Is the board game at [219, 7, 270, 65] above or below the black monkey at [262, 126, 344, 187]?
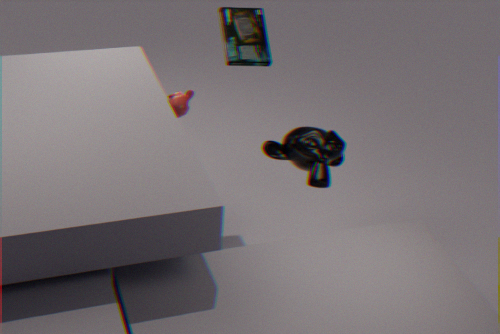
above
